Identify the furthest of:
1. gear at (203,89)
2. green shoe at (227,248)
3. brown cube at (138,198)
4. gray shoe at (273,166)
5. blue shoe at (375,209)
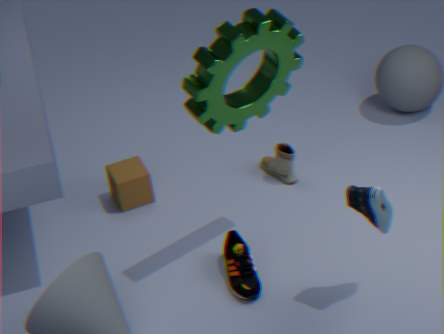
gray shoe at (273,166)
